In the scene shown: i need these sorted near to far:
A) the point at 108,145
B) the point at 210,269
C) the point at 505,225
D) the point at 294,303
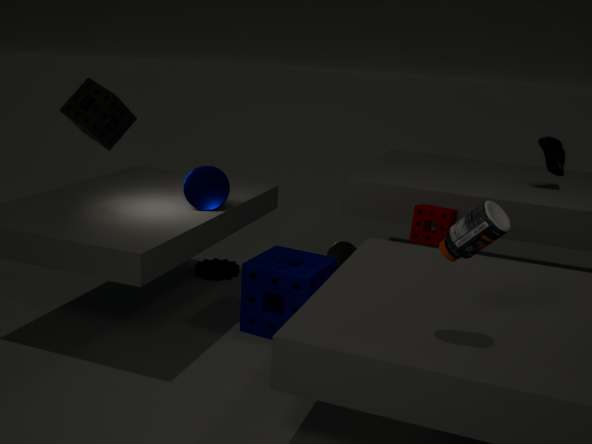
the point at 505,225
the point at 108,145
the point at 294,303
the point at 210,269
